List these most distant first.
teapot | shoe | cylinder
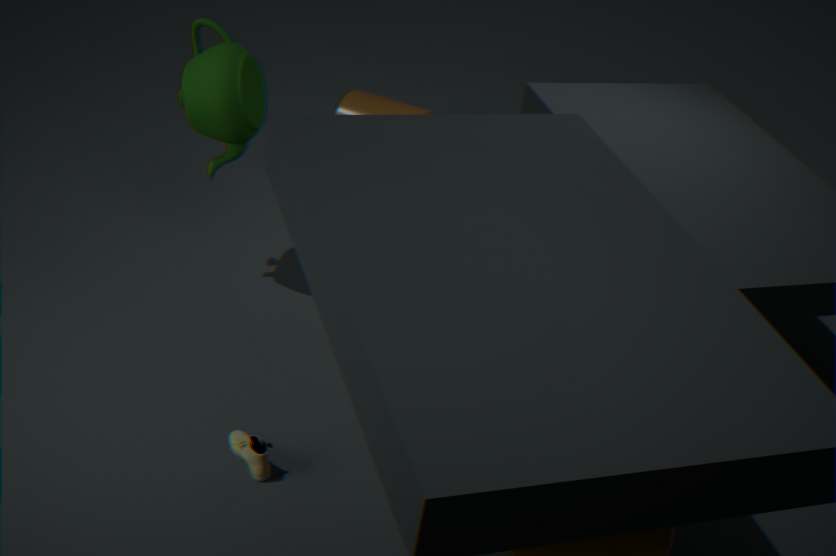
cylinder < teapot < shoe
